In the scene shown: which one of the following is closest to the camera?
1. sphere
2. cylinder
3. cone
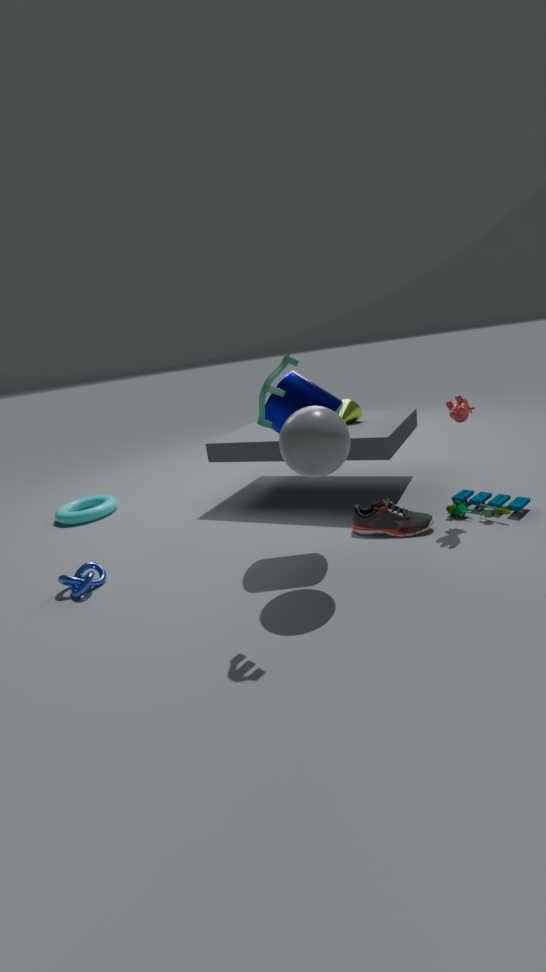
sphere
